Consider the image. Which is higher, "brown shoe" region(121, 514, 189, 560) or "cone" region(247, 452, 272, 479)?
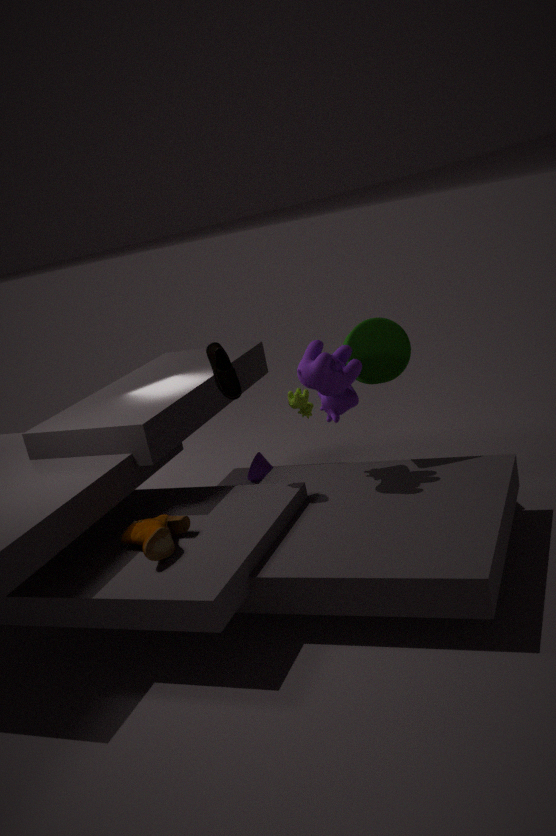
"brown shoe" region(121, 514, 189, 560)
